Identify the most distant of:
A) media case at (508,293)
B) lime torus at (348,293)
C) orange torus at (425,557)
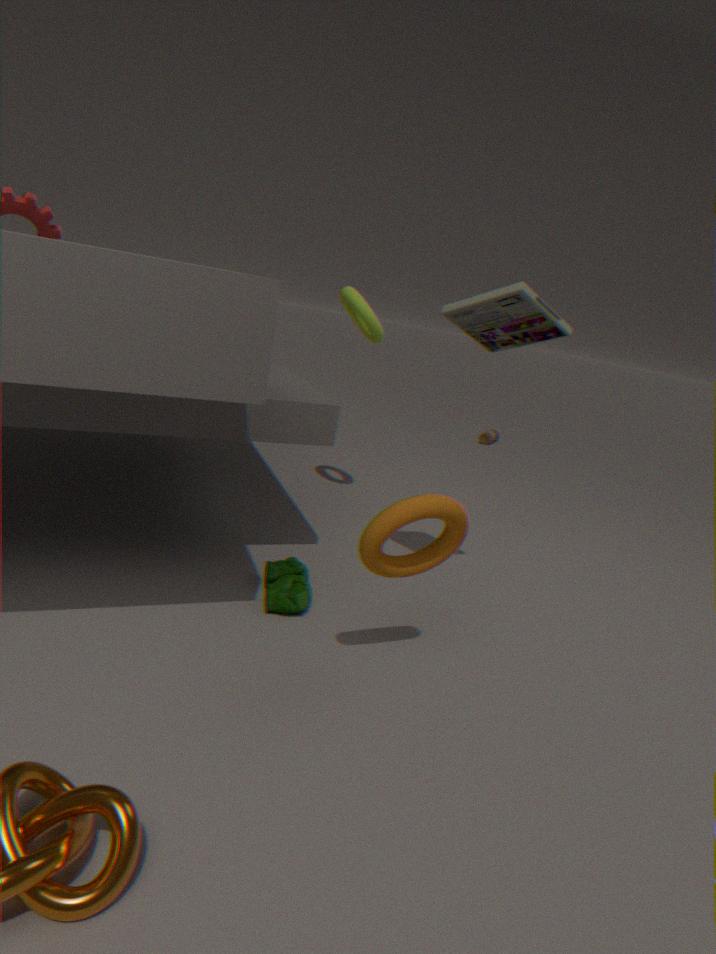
lime torus at (348,293)
